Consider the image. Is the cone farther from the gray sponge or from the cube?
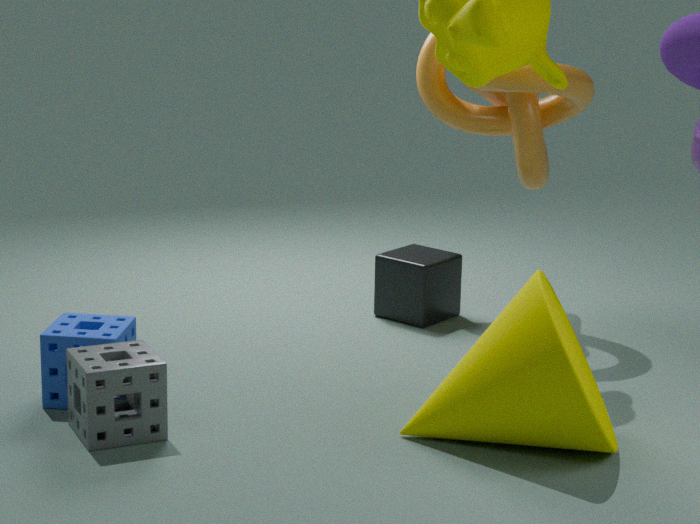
the cube
